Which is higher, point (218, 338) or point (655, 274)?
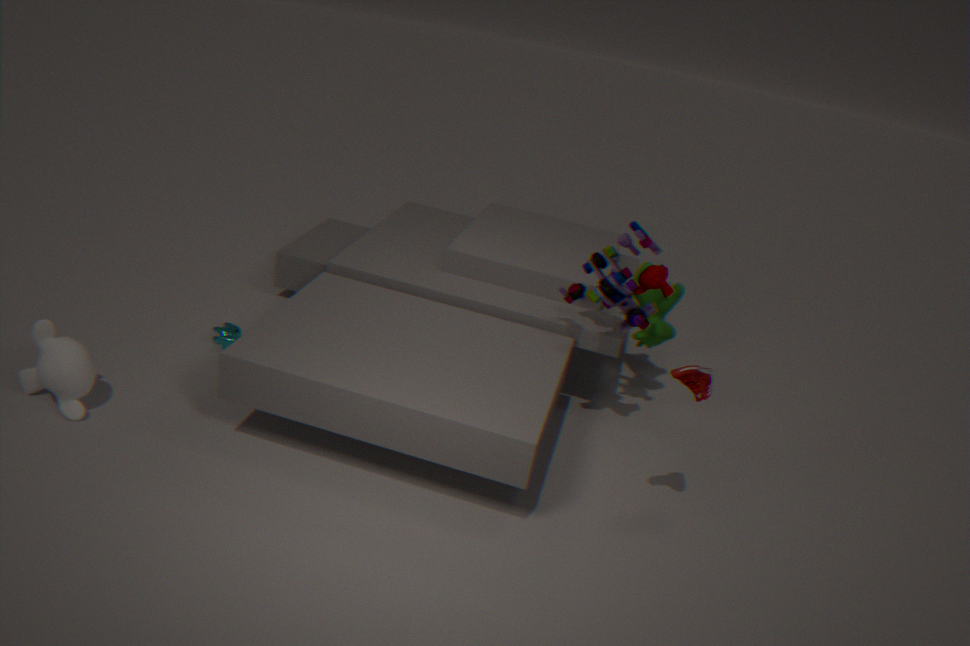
point (655, 274)
